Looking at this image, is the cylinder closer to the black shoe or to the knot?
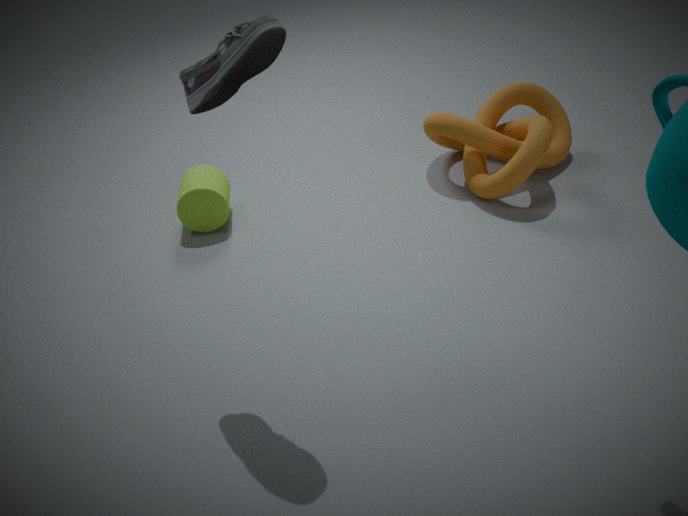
the knot
